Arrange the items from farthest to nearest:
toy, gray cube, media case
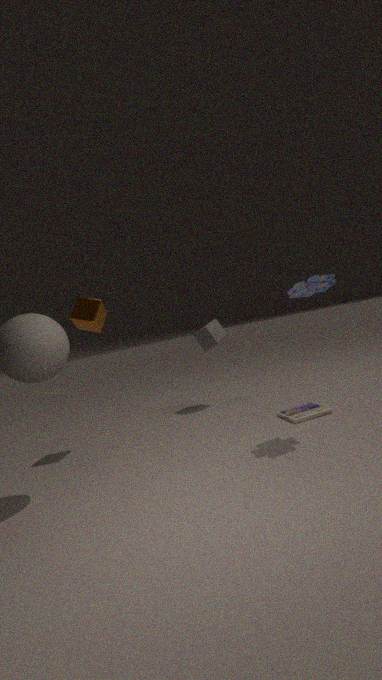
gray cube → media case → toy
